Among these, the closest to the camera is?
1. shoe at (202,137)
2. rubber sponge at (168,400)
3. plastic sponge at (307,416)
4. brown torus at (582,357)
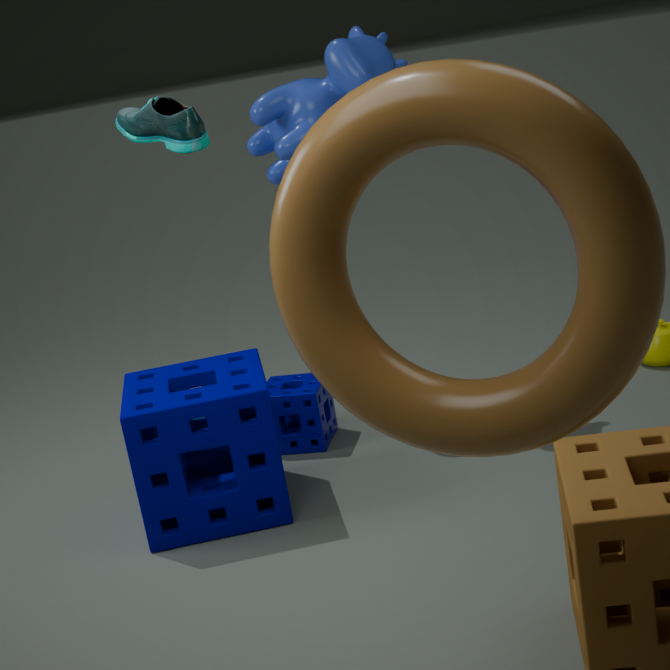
brown torus at (582,357)
